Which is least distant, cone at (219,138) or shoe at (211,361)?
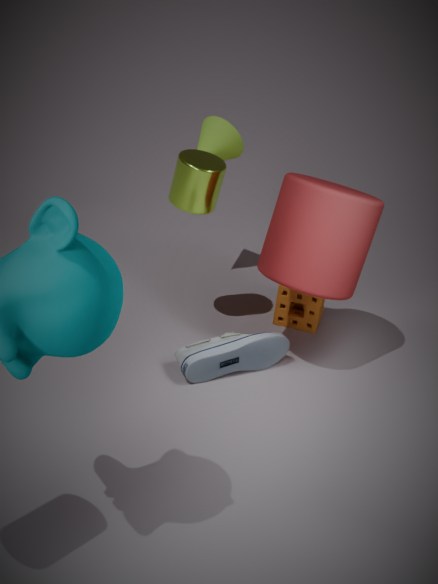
shoe at (211,361)
